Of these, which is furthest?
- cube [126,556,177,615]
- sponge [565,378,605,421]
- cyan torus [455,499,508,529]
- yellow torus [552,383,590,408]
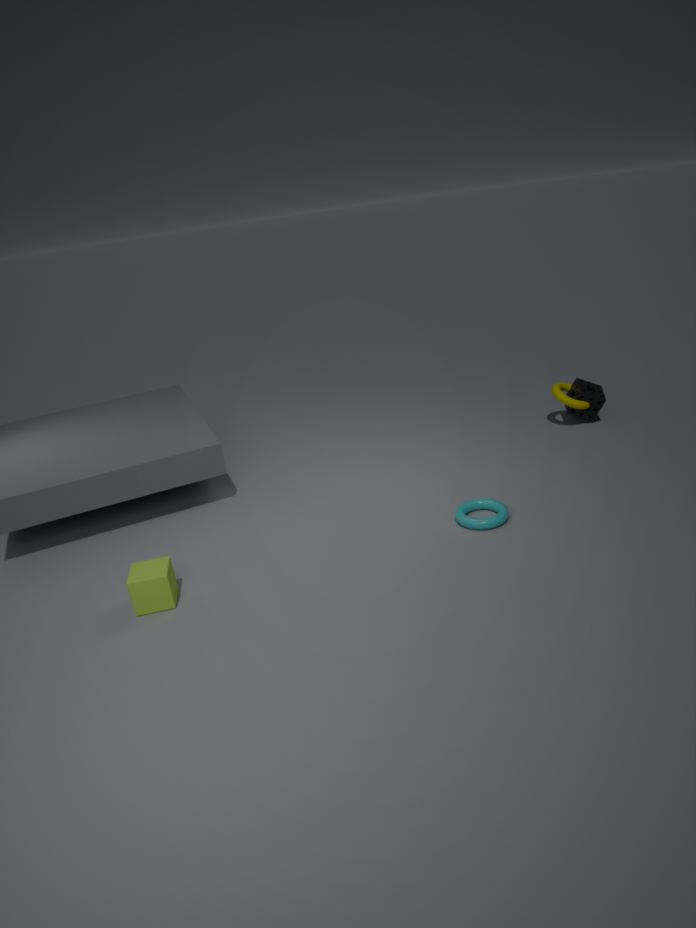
sponge [565,378,605,421]
